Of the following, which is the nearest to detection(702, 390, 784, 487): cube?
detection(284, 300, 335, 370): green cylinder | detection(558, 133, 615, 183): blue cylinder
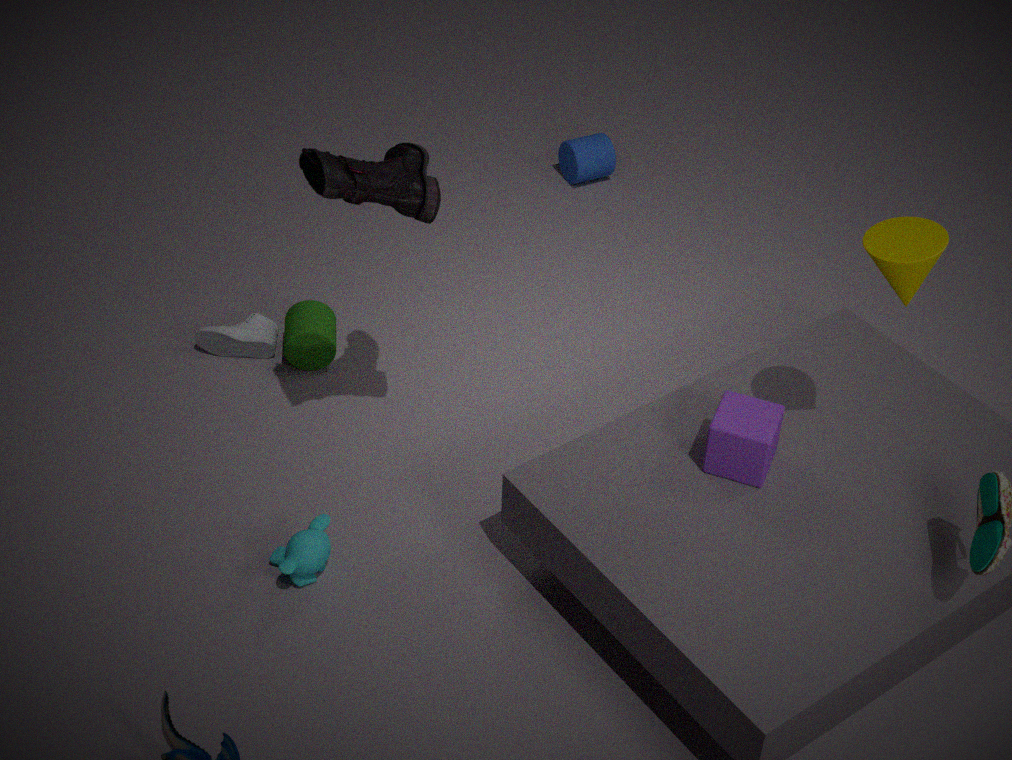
detection(284, 300, 335, 370): green cylinder
